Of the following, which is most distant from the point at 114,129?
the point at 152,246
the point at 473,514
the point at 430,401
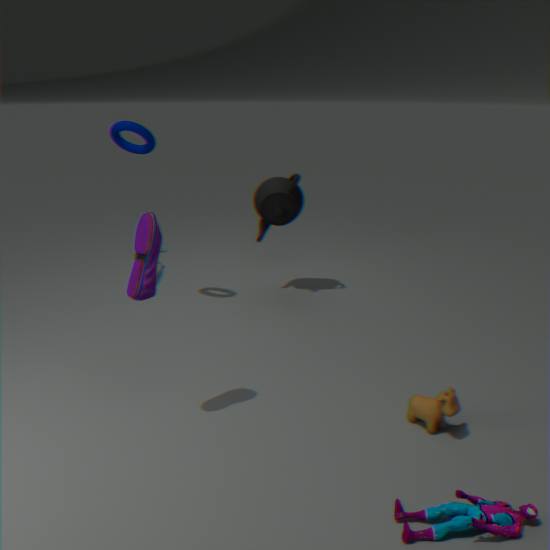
the point at 473,514
